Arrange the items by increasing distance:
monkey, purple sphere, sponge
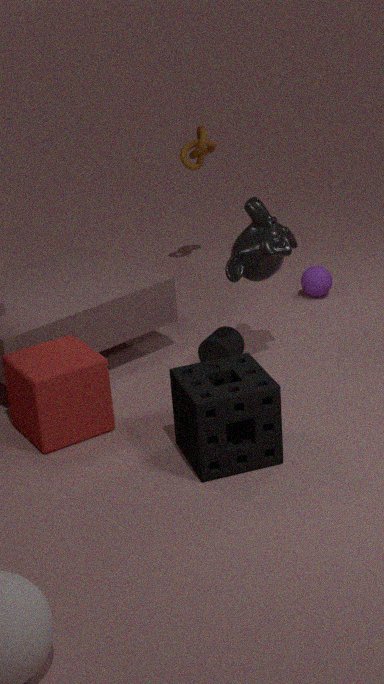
sponge → monkey → purple sphere
